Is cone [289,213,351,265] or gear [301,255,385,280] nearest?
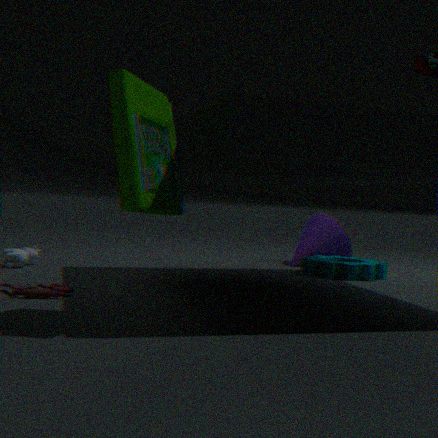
gear [301,255,385,280]
